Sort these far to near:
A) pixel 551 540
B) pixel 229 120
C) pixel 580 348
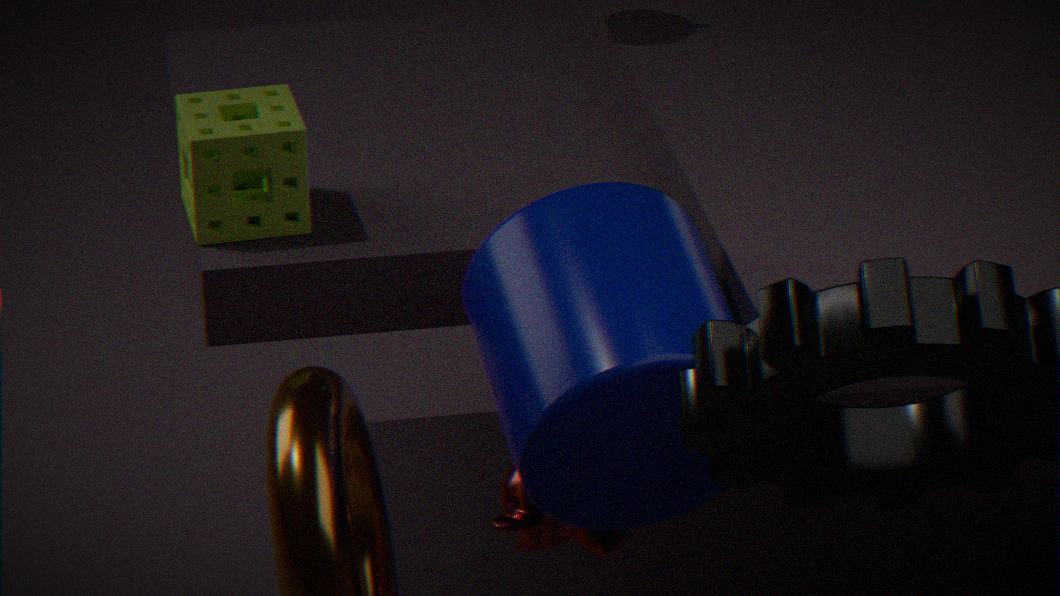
pixel 229 120 → pixel 551 540 → pixel 580 348
